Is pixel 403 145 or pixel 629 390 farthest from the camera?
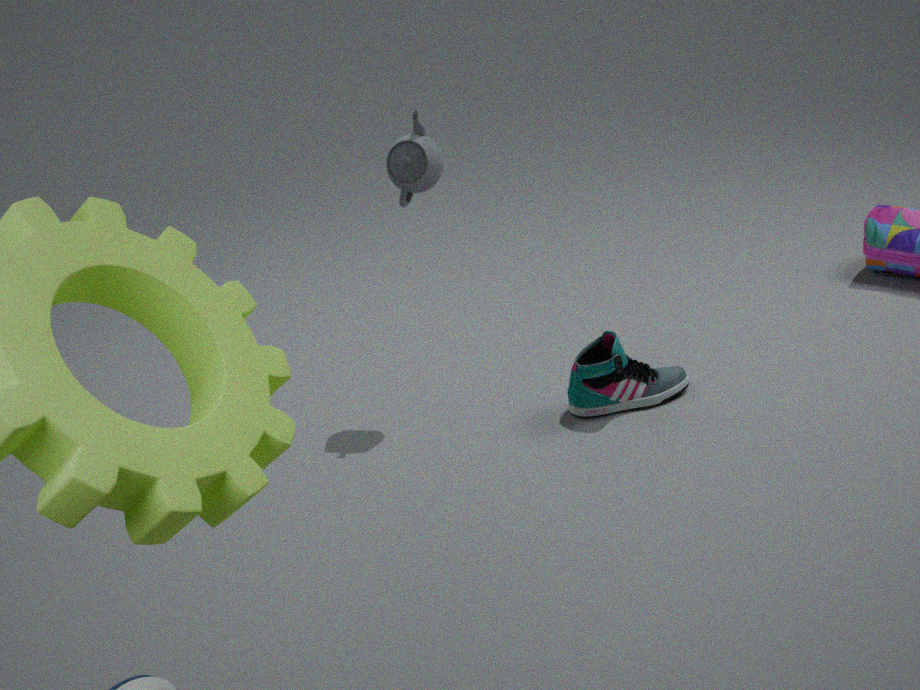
pixel 629 390
